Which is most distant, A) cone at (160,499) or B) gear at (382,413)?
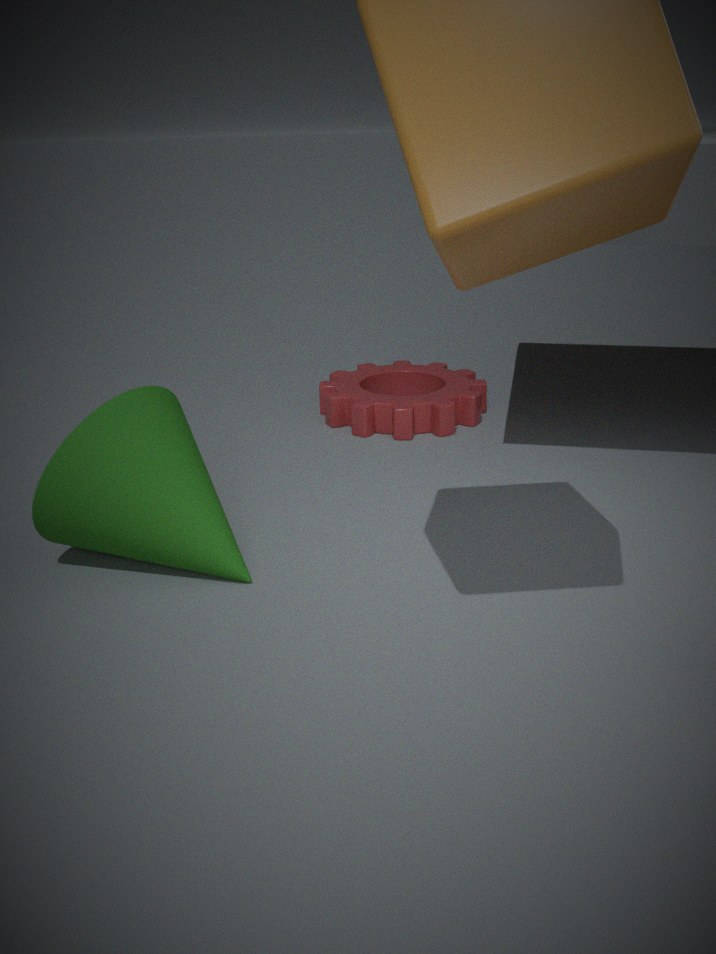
B. gear at (382,413)
